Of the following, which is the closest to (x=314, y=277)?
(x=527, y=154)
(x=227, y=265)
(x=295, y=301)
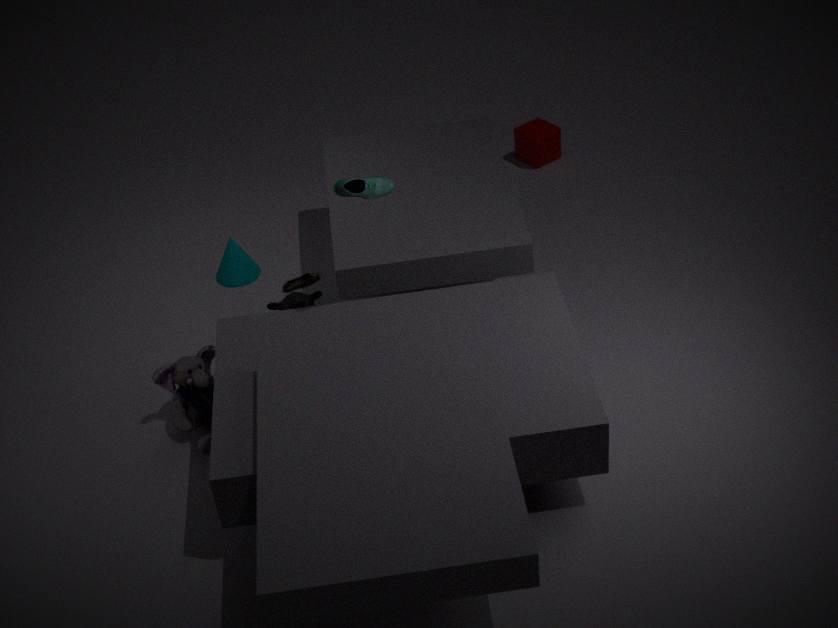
(x=295, y=301)
